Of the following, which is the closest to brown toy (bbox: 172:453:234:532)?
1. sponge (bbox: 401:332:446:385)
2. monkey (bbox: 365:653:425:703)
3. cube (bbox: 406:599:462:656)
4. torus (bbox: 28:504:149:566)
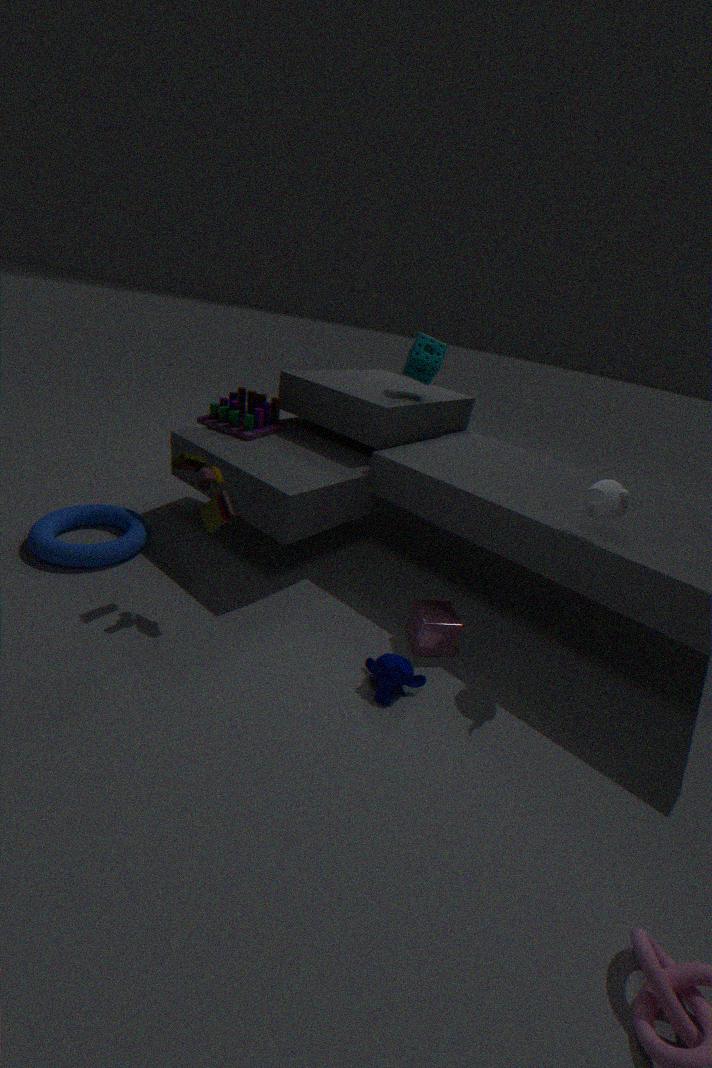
torus (bbox: 28:504:149:566)
